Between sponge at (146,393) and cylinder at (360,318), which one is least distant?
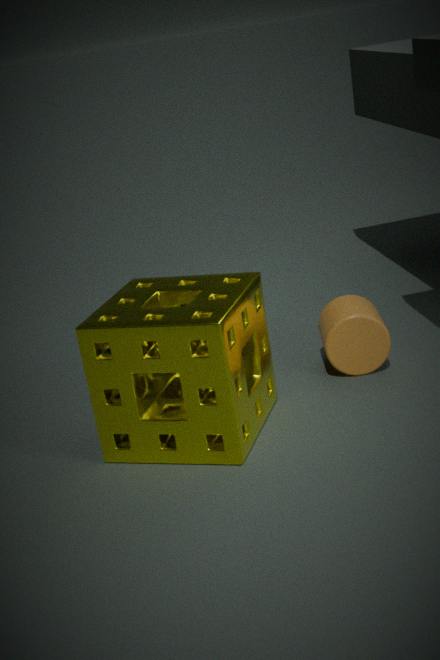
sponge at (146,393)
